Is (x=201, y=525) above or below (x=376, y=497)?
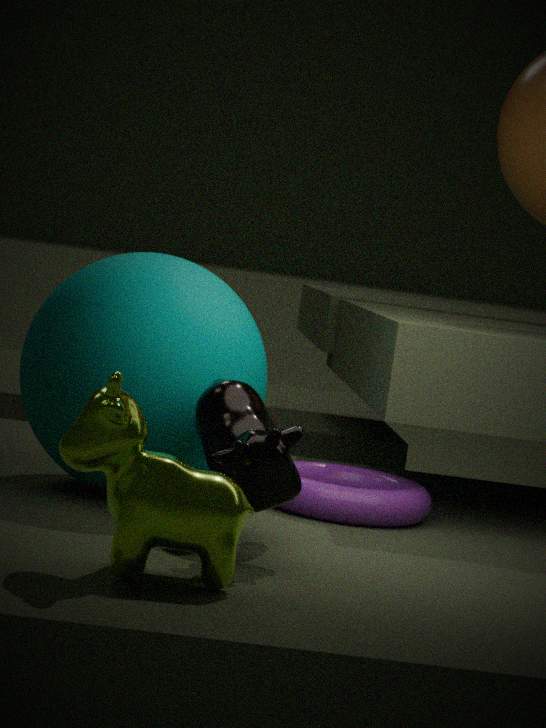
above
